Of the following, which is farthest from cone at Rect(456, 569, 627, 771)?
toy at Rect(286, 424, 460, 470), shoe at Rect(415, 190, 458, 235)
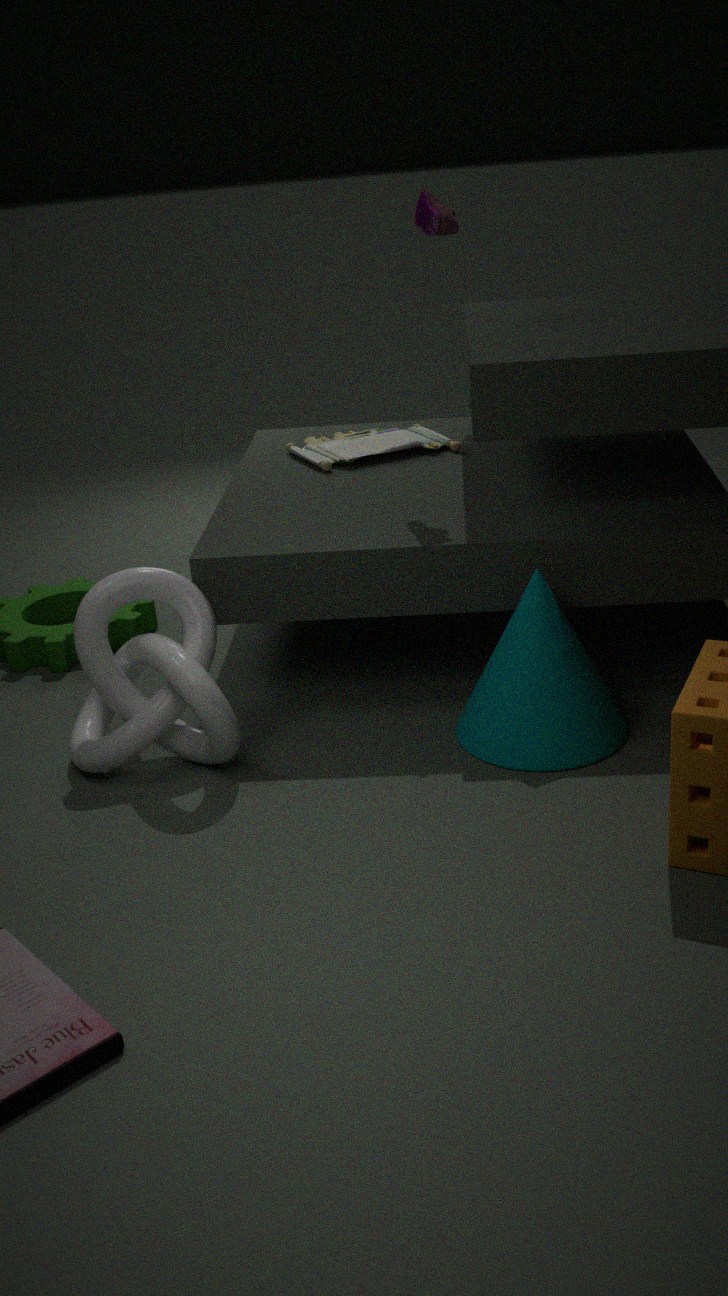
shoe at Rect(415, 190, 458, 235)
